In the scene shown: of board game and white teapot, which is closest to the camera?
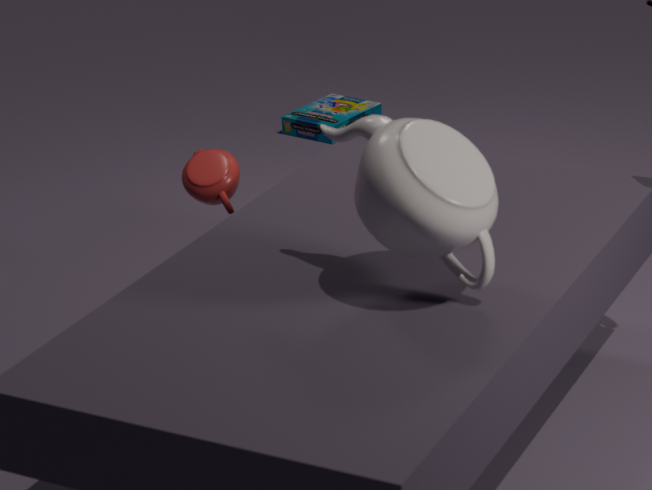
white teapot
